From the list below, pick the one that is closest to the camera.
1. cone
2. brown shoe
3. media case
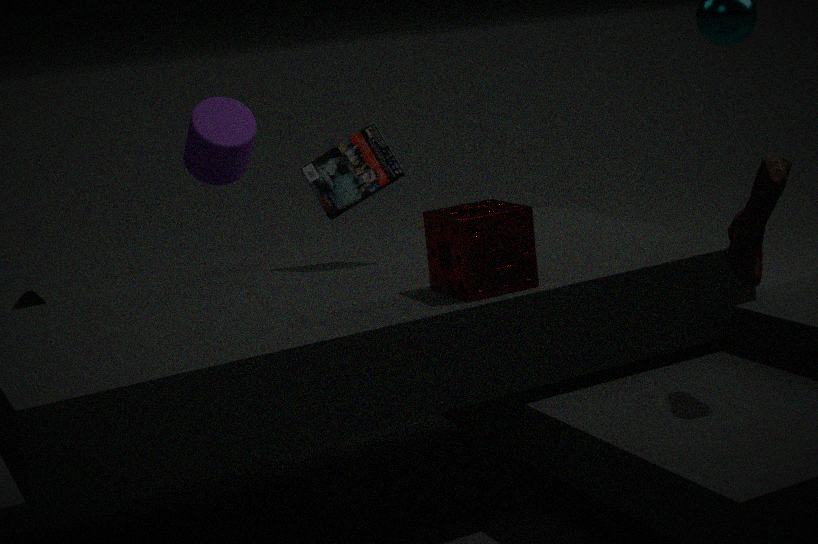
brown shoe
